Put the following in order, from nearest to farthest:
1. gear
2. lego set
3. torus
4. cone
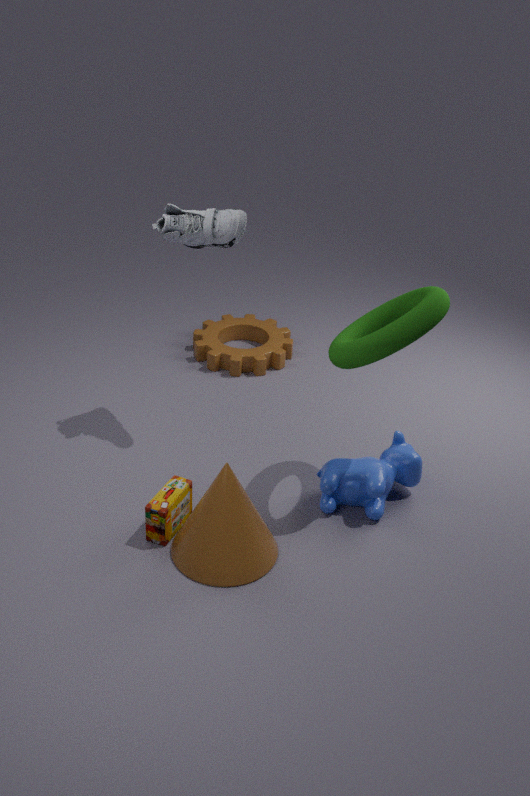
torus → cone → lego set → gear
